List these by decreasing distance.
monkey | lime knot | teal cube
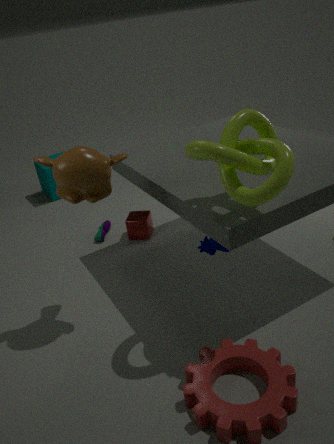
teal cube < monkey < lime knot
